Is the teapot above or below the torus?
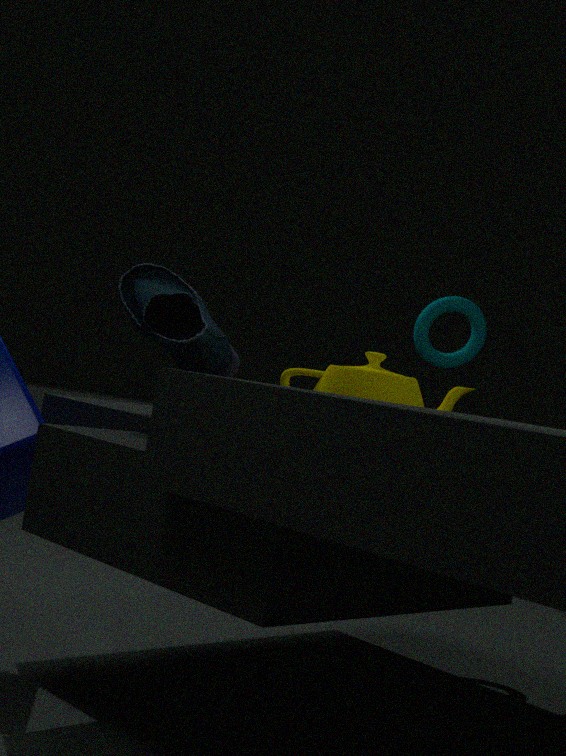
below
